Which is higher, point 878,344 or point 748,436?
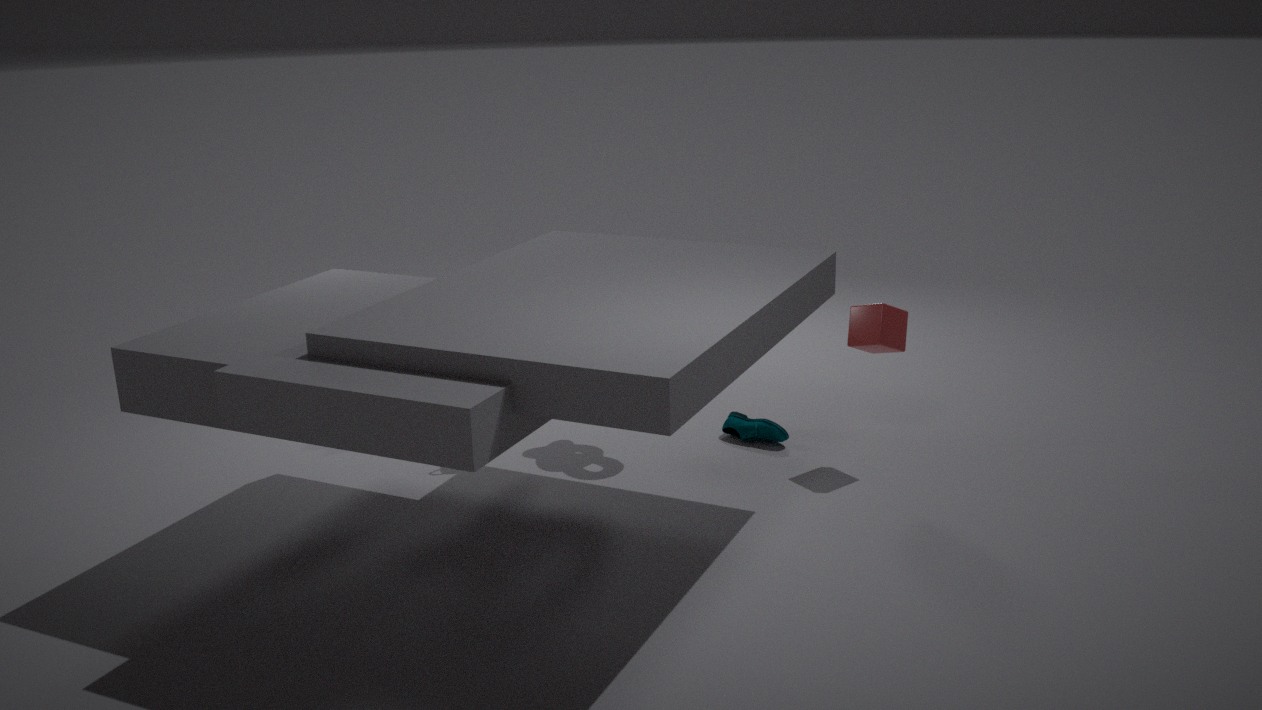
point 878,344
